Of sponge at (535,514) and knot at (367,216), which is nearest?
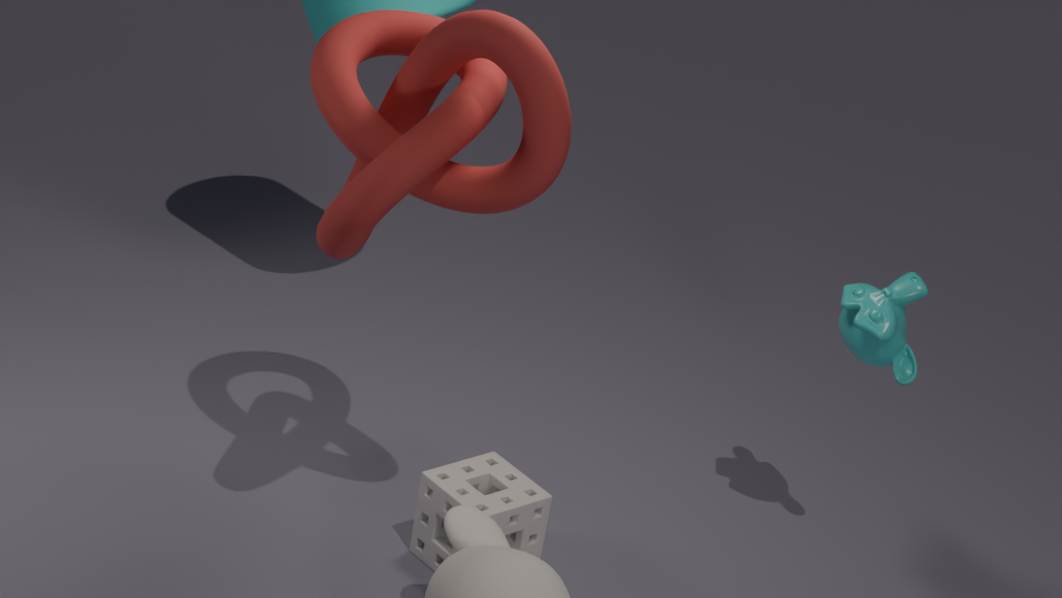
knot at (367,216)
